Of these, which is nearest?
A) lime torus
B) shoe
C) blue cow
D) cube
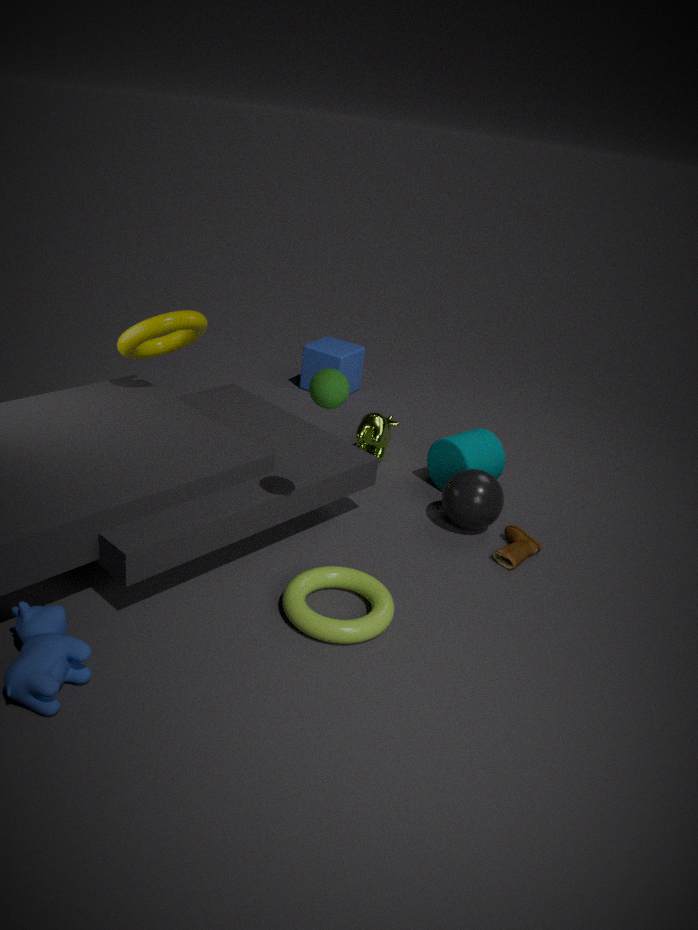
blue cow
